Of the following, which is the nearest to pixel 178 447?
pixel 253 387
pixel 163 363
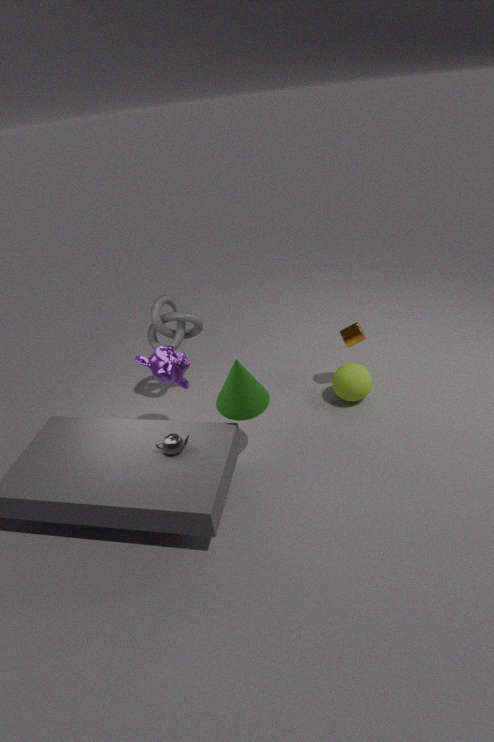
pixel 253 387
